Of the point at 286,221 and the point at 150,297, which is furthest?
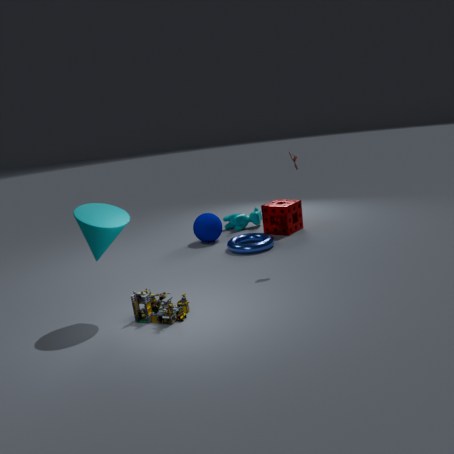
the point at 286,221
